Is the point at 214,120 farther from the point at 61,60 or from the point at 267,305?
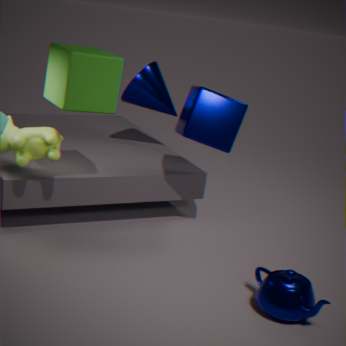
the point at 267,305
